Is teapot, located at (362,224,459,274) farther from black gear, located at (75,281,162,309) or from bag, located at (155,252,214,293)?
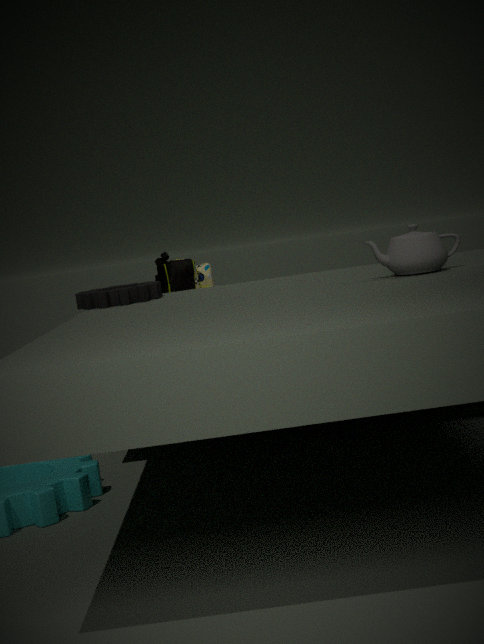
bag, located at (155,252,214,293)
